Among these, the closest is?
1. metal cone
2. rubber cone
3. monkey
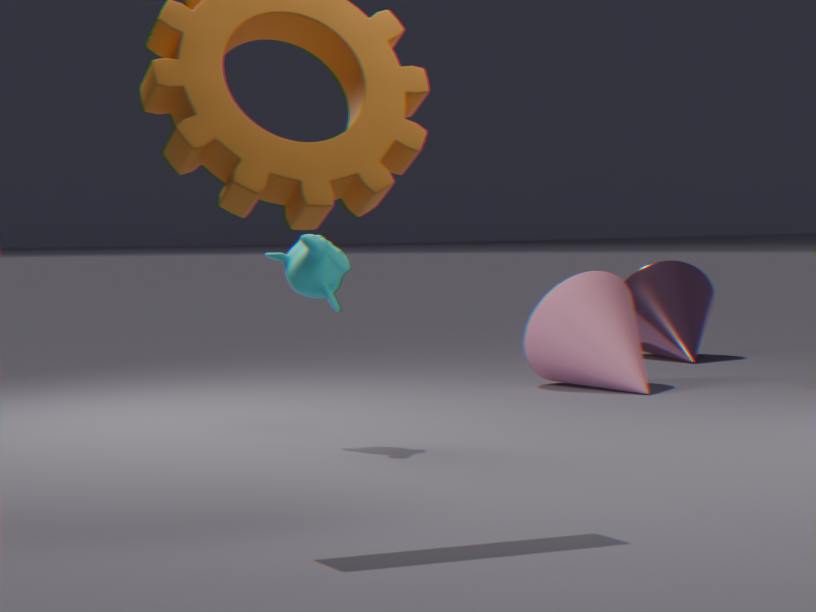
monkey
